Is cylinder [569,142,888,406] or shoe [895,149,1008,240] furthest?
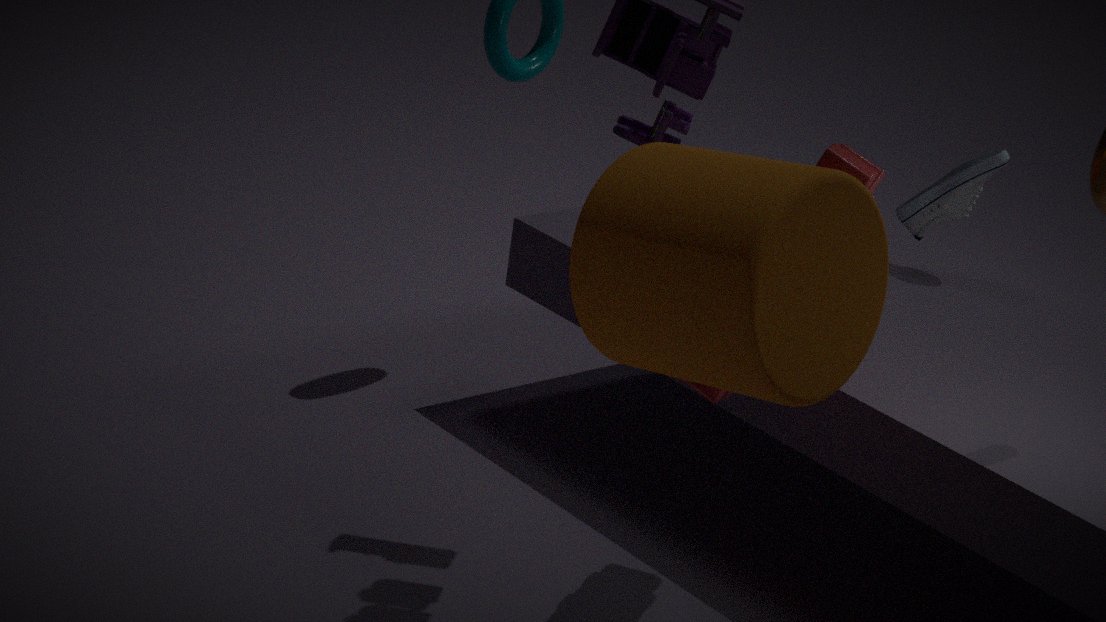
shoe [895,149,1008,240]
